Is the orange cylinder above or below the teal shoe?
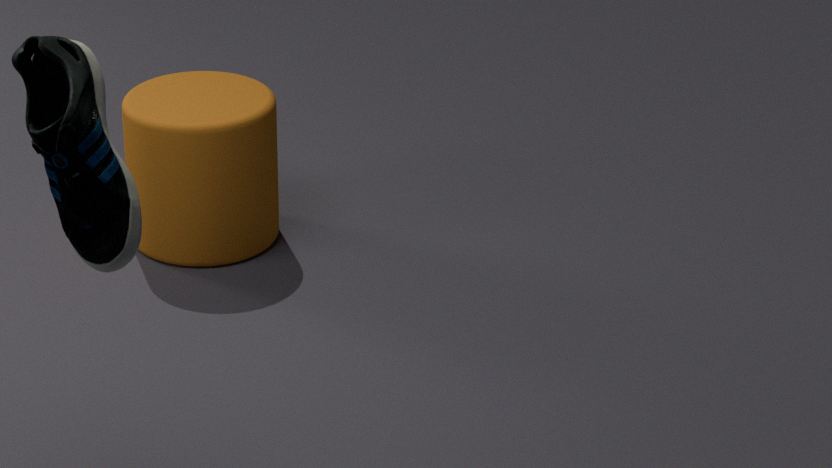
below
